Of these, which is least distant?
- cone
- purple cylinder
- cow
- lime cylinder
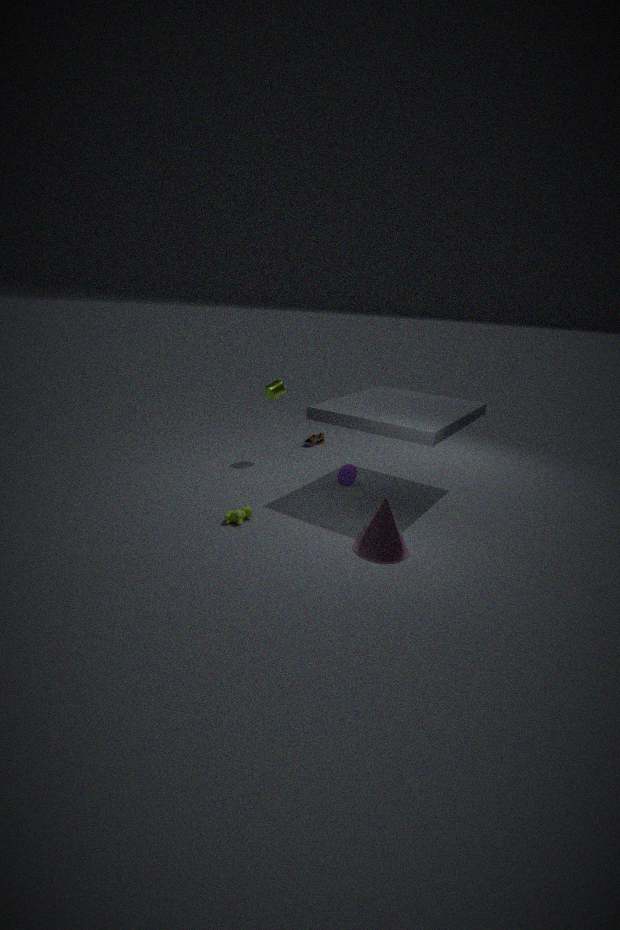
cone
